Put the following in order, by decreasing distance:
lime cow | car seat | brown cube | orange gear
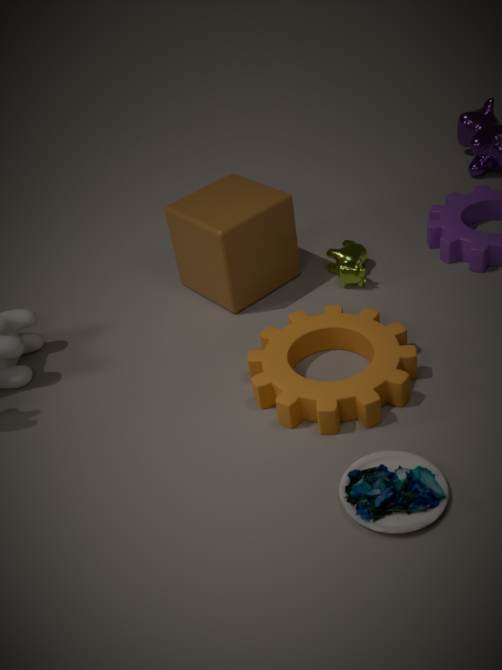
1. lime cow
2. brown cube
3. orange gear
4. car seat
